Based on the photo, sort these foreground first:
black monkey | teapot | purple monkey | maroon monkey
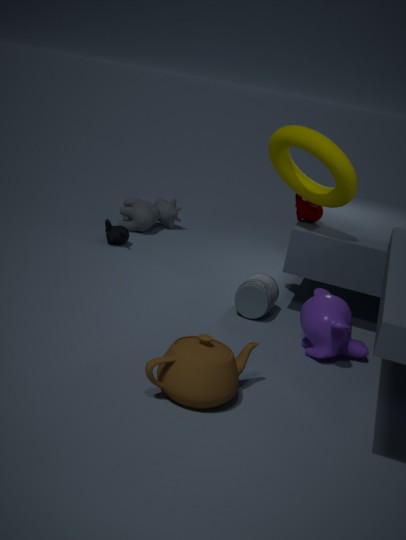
teapot → purple monkey → maroon monkey → black monkey
